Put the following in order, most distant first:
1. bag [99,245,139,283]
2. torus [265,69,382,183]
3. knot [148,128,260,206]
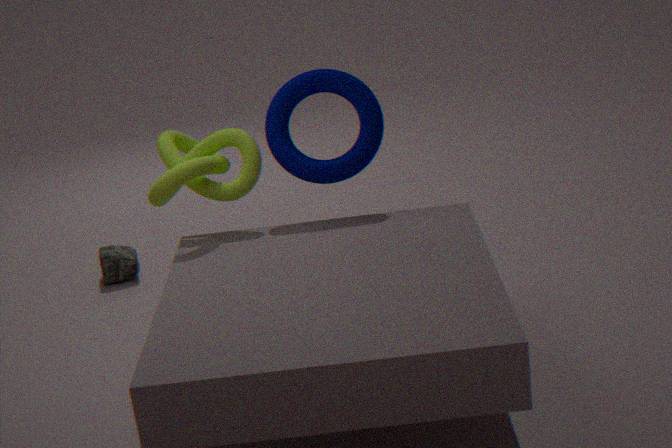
bag [99,245,139,283]
torus [265,69,382,183]
knot [148,128,260,206]
